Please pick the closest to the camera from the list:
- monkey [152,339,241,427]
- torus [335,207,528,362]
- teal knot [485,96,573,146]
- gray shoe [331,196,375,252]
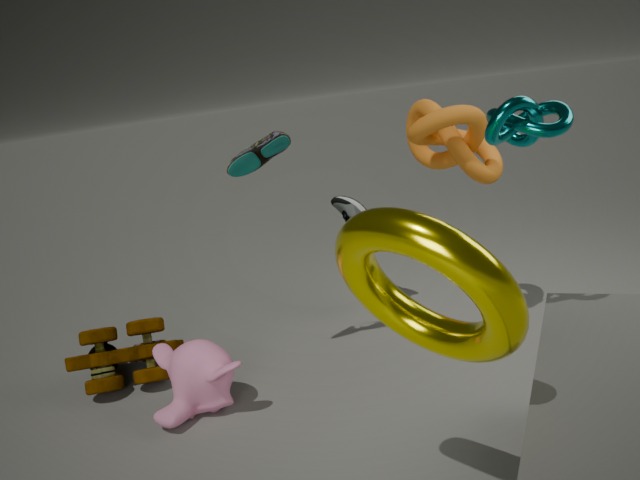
torus [335,207,528,362]
